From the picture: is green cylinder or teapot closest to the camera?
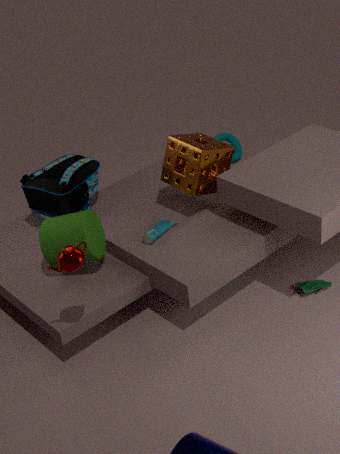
teapot
